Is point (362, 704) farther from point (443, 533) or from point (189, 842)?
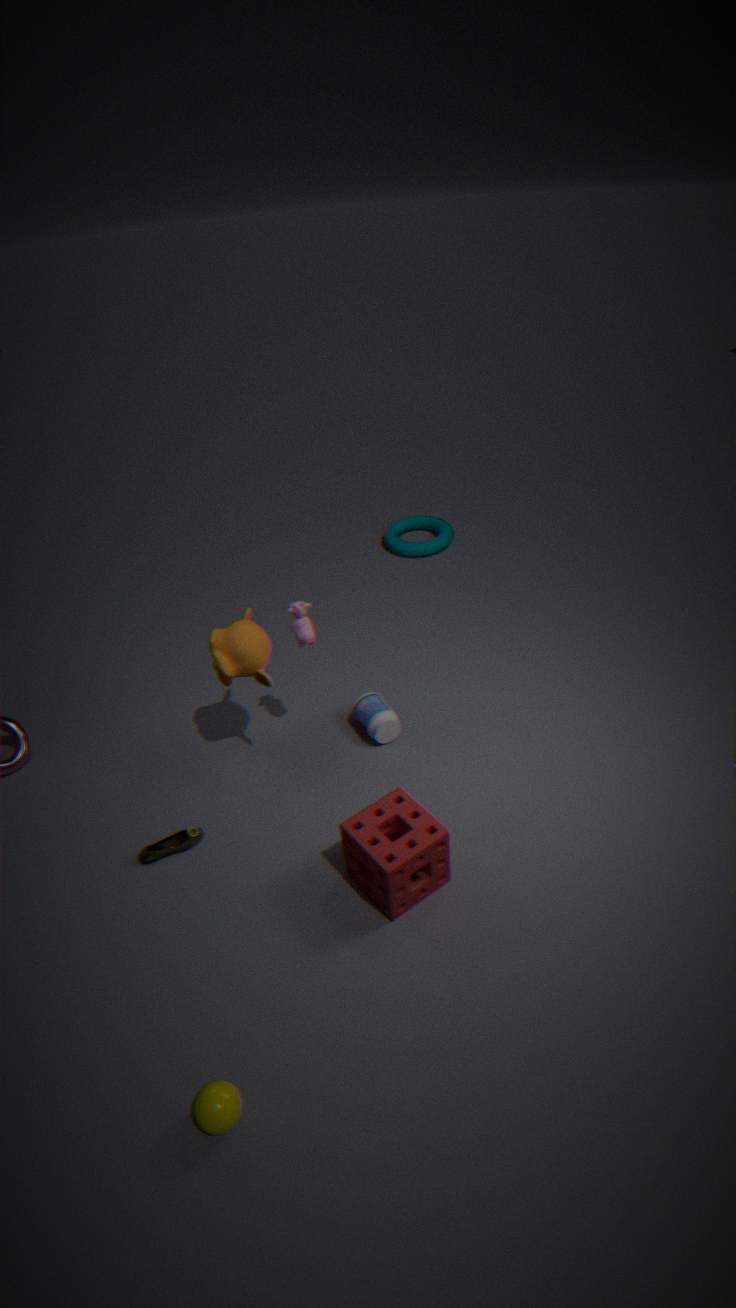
point (443, 533)
